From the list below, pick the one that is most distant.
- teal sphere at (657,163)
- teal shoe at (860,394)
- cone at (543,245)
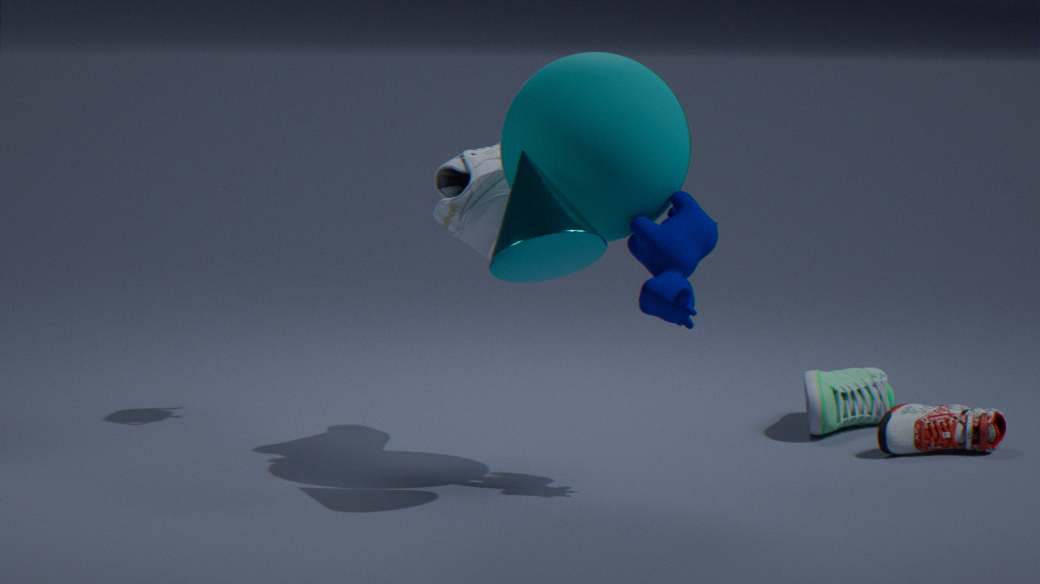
teal shoe at (860,394)
